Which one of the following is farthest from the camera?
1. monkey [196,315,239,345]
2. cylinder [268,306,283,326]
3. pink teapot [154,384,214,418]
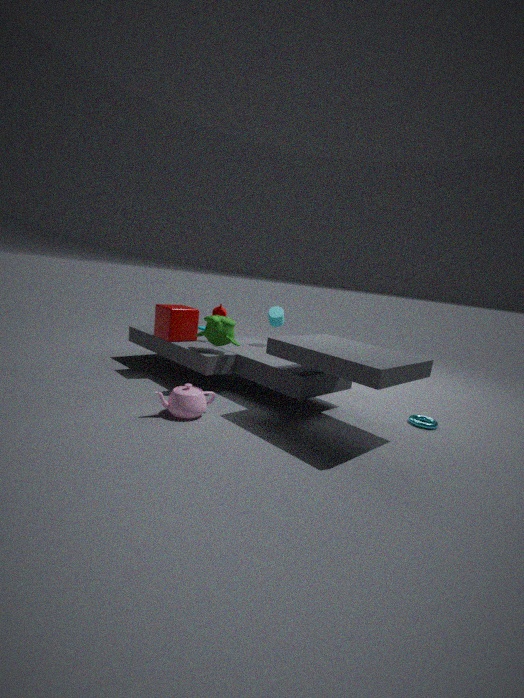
cylinder [268,306,283,326]
